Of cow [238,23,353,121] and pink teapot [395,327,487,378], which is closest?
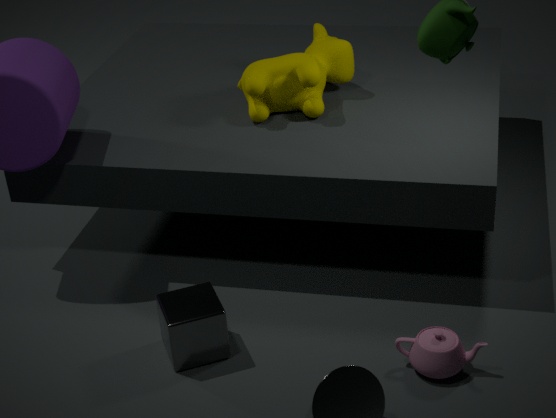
pink teapot [395,327,487,378]
